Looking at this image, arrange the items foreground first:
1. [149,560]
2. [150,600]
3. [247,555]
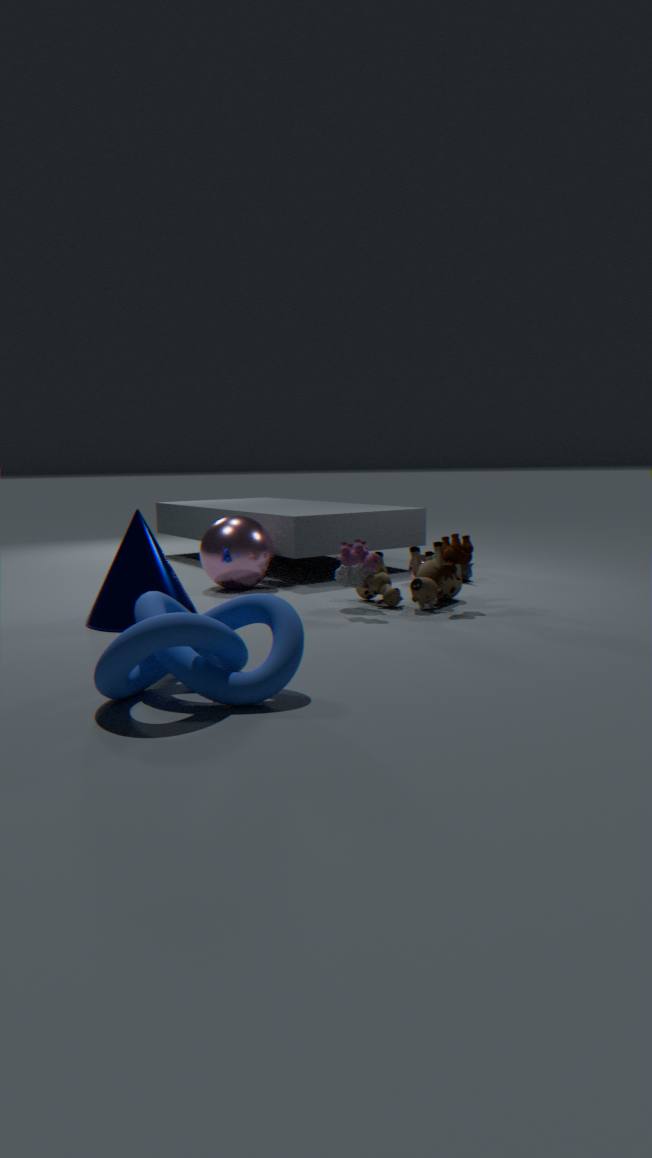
[150,600], [149,560], [247,555]
